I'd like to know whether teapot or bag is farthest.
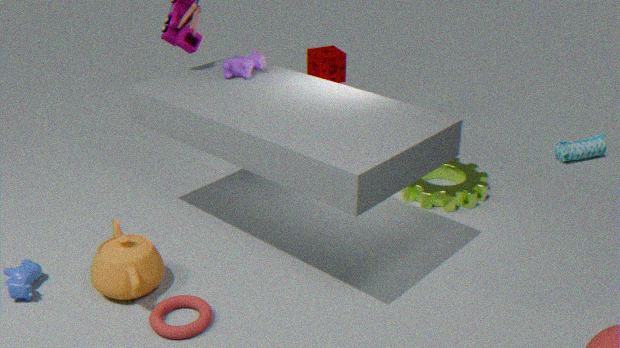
bag
